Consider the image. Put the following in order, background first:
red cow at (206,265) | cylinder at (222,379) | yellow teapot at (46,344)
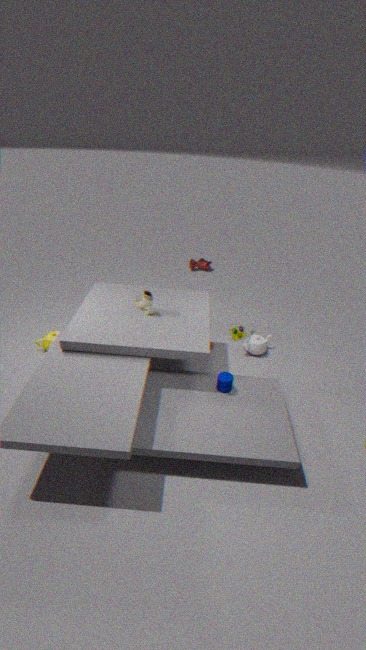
red cow at (206,265) → yellow teapot at (46,344) → cylinder at (222,379)
